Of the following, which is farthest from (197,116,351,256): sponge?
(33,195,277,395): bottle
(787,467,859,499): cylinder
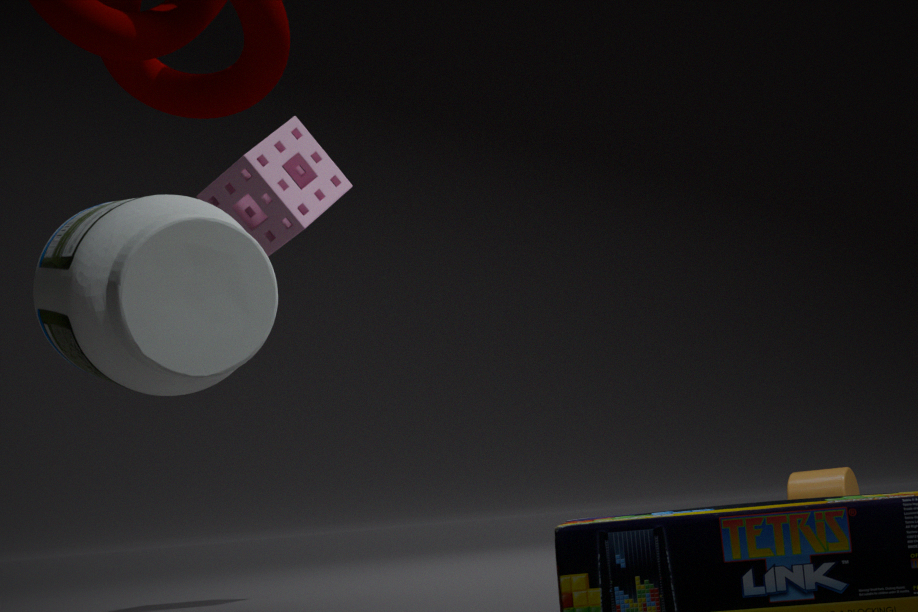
(787,467,859,499): cylinder
